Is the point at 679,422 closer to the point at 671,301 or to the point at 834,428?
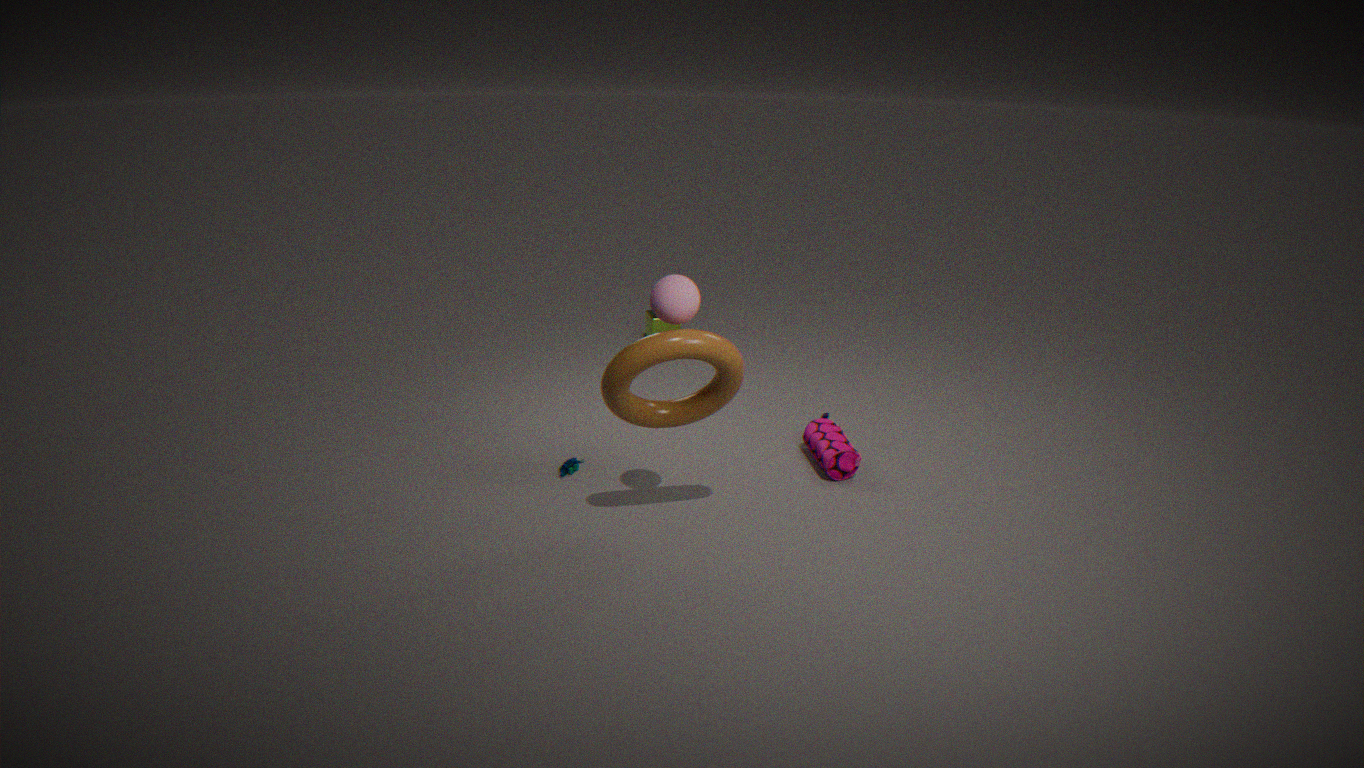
the point at 671,301
